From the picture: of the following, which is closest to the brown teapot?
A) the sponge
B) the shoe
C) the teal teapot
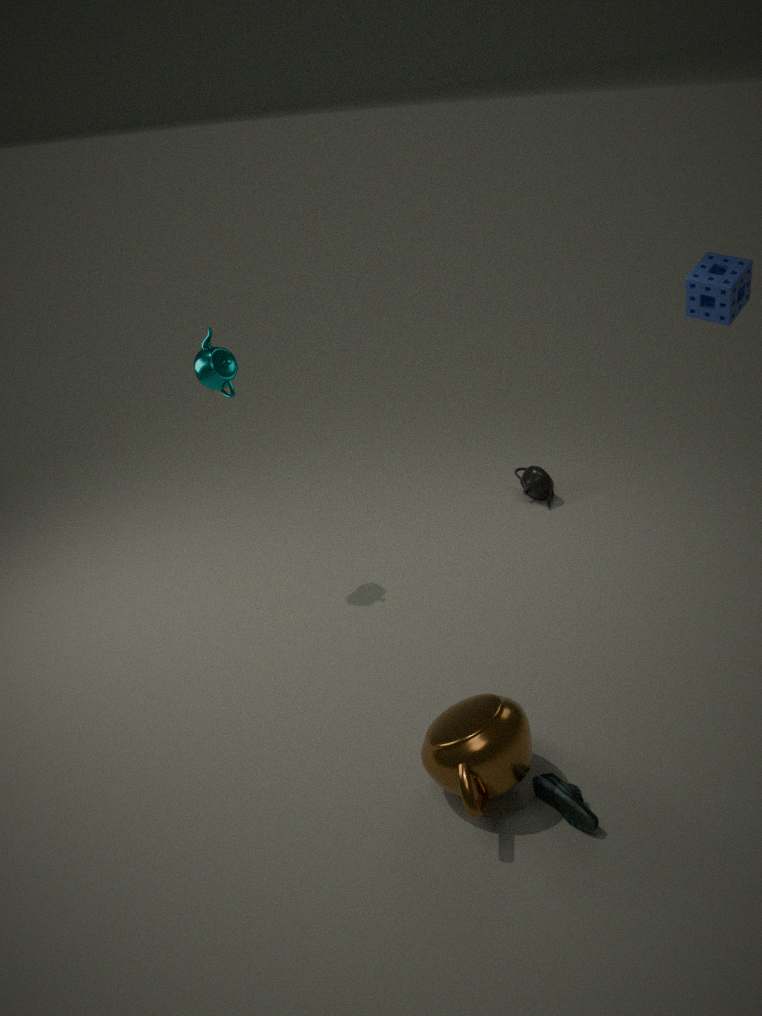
the shoe
